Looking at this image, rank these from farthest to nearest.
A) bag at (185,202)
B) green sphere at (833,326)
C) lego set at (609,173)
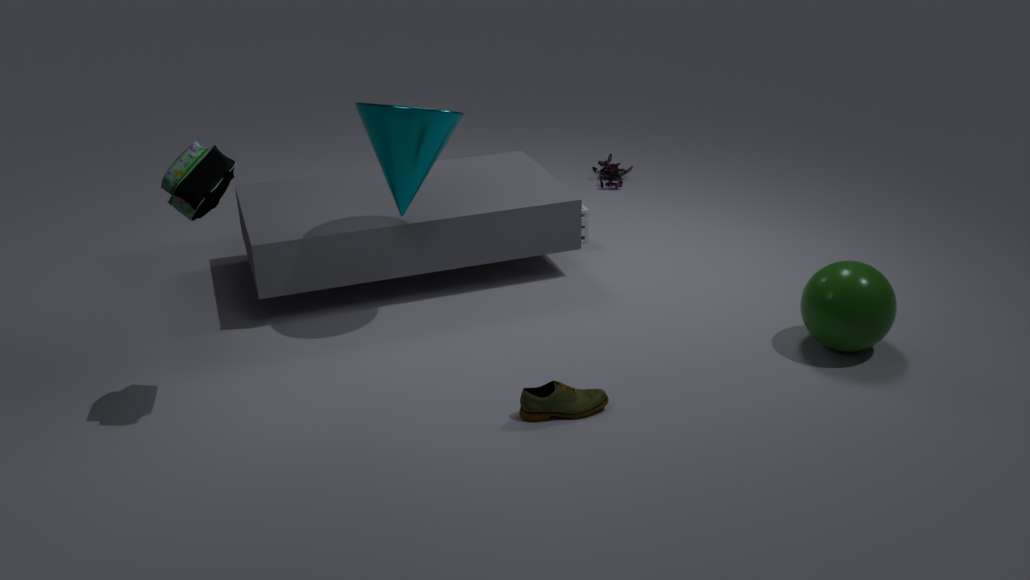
lego set at (609,173) → green sphere at (833,326) → bag at (185,202)
